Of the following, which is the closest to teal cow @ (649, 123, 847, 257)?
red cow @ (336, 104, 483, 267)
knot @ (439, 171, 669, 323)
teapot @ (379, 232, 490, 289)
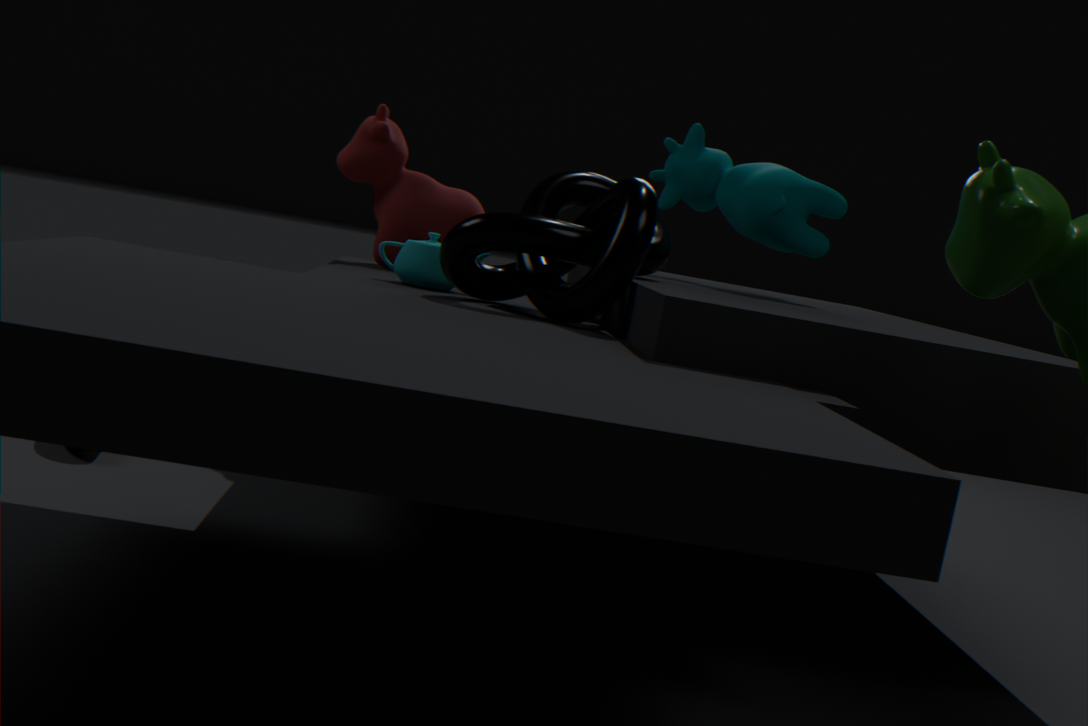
knot @ (439, 171, 669, 323)
